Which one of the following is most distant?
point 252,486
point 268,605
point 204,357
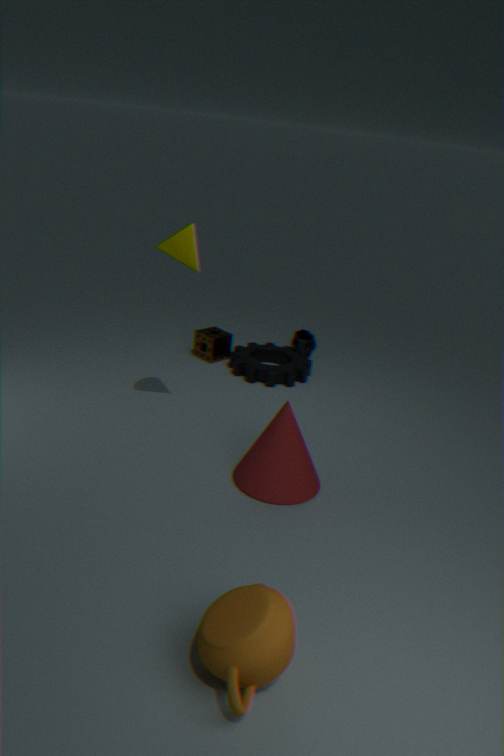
point 204,357
